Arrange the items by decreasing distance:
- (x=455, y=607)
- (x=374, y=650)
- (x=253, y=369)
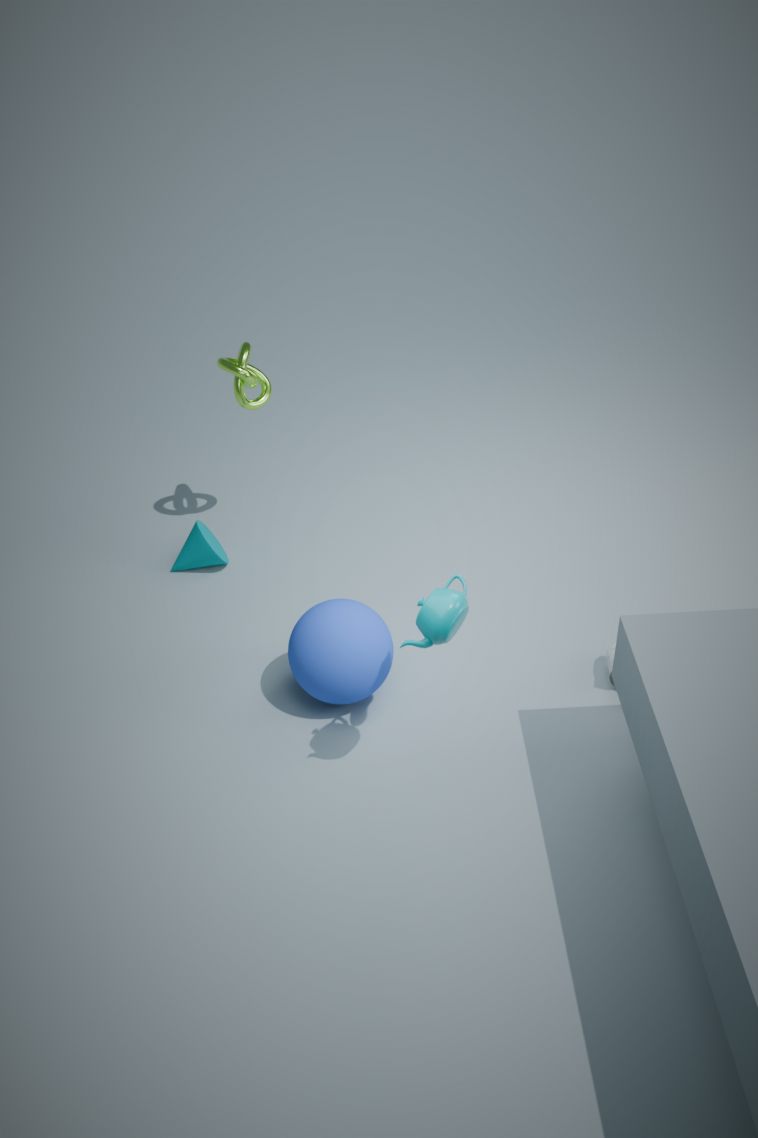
(x=253, y=369) → (x=374, y=650) → (x=455, y=607)
